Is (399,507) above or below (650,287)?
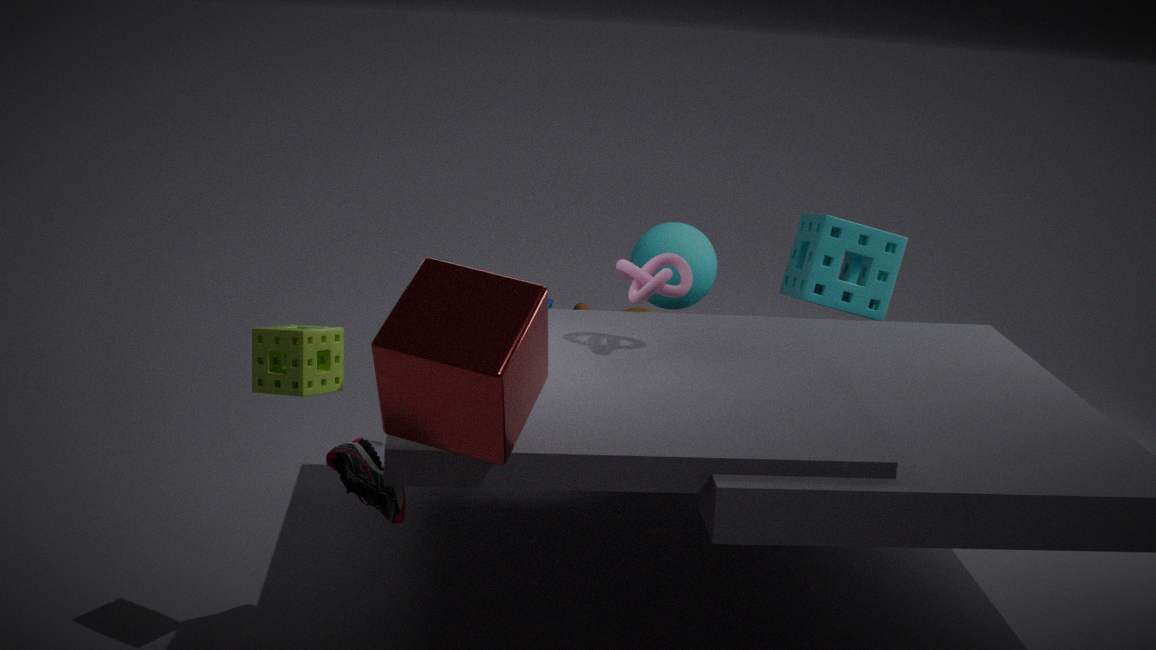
below
